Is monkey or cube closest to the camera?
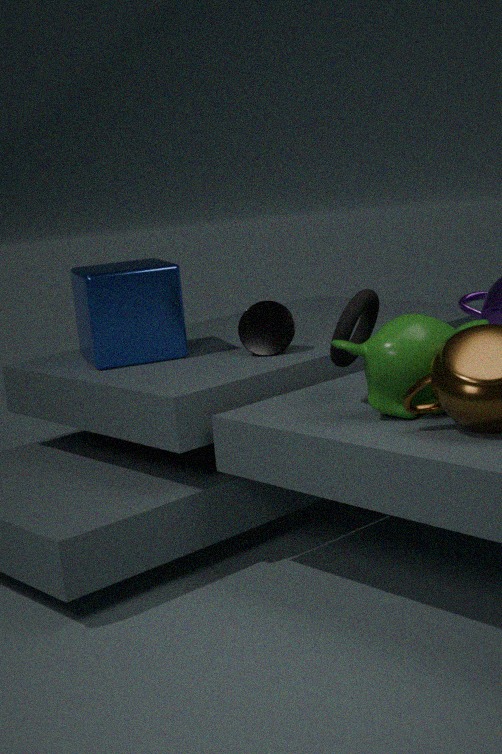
monkey
